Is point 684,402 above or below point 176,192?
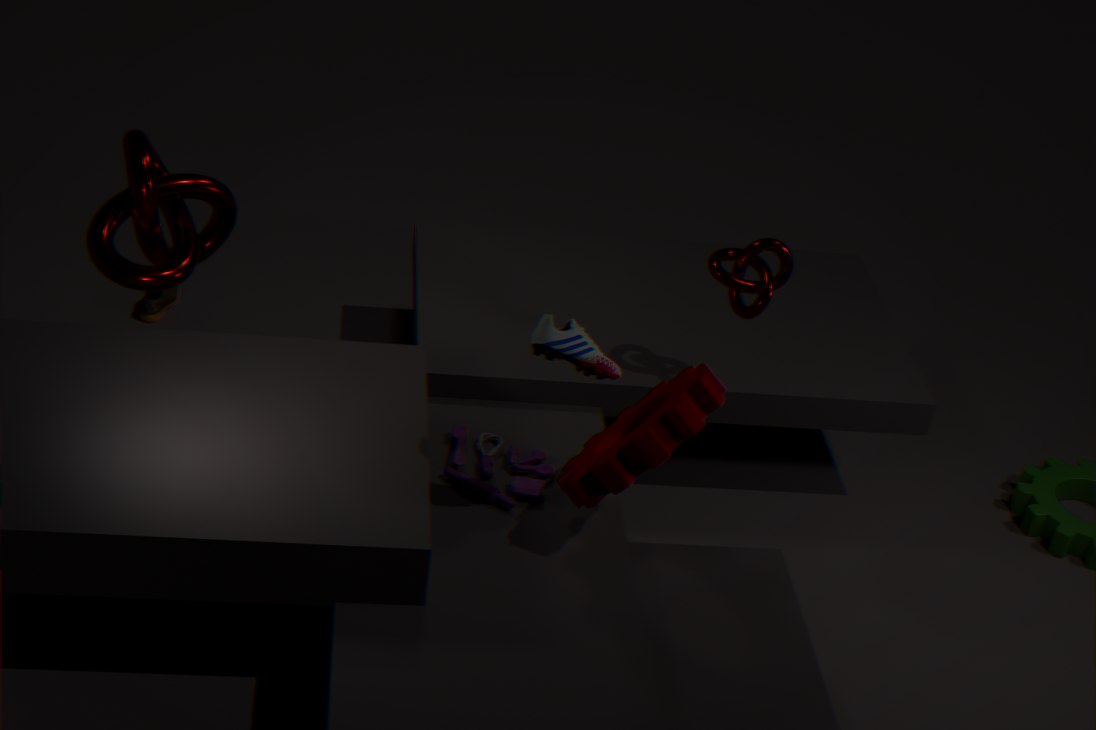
below
